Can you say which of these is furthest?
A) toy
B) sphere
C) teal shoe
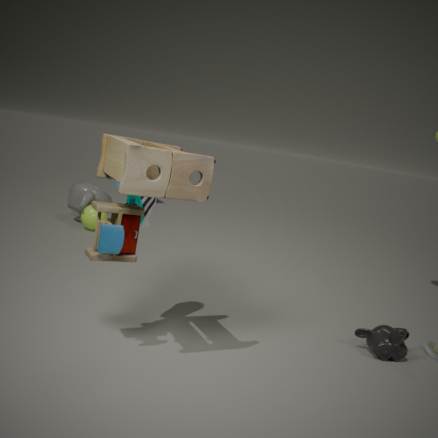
sphere
